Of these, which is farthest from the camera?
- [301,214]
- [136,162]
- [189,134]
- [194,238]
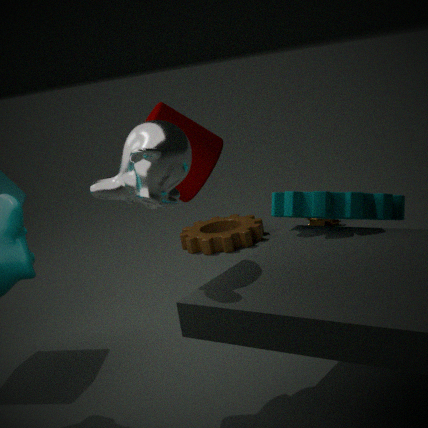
[194,238]
